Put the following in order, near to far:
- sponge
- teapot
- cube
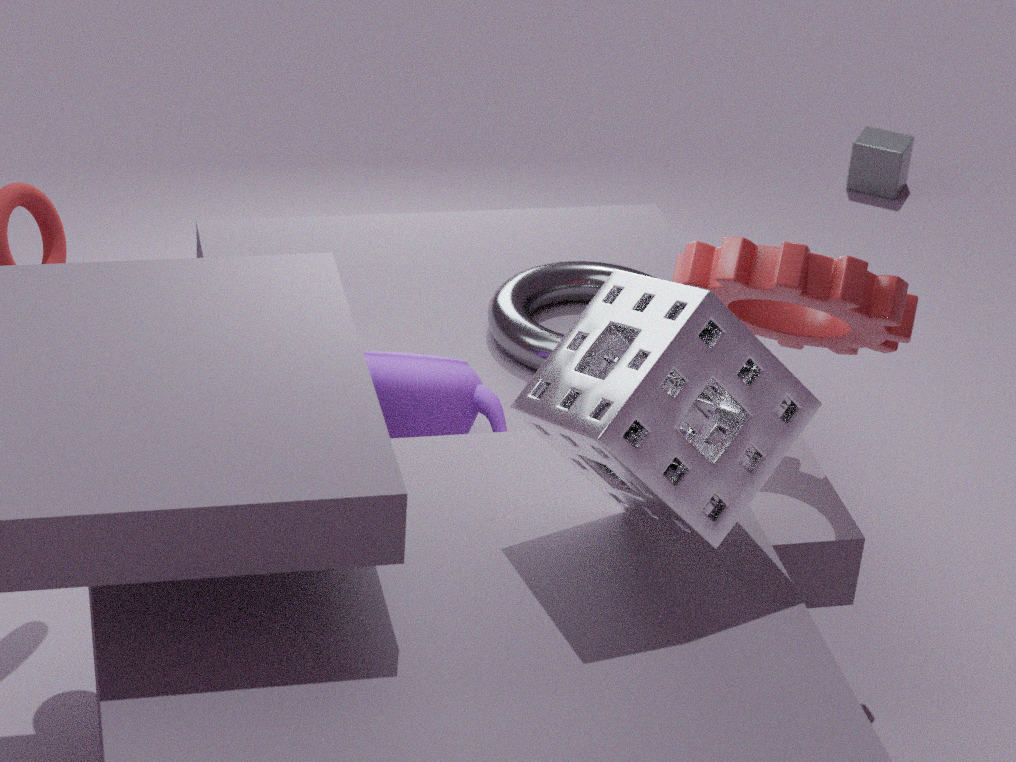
1. sponge
2. teapot
3. cube
